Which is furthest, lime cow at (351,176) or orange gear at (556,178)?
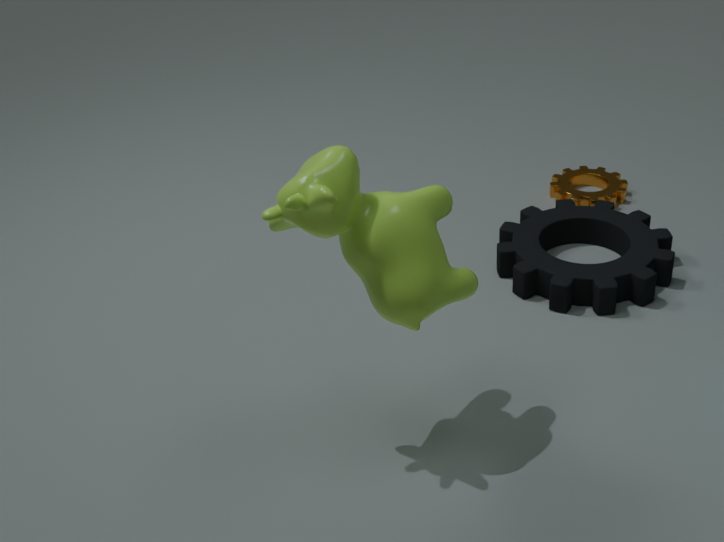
orange gear at (556,178)
